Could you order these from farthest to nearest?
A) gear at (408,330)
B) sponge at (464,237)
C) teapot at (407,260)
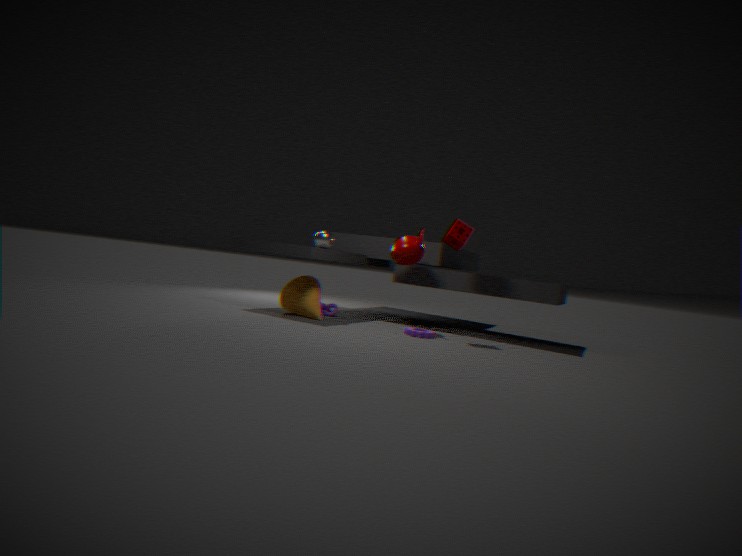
teapot at (407,260)
sponge at (464,237)
gear at (408,330)
